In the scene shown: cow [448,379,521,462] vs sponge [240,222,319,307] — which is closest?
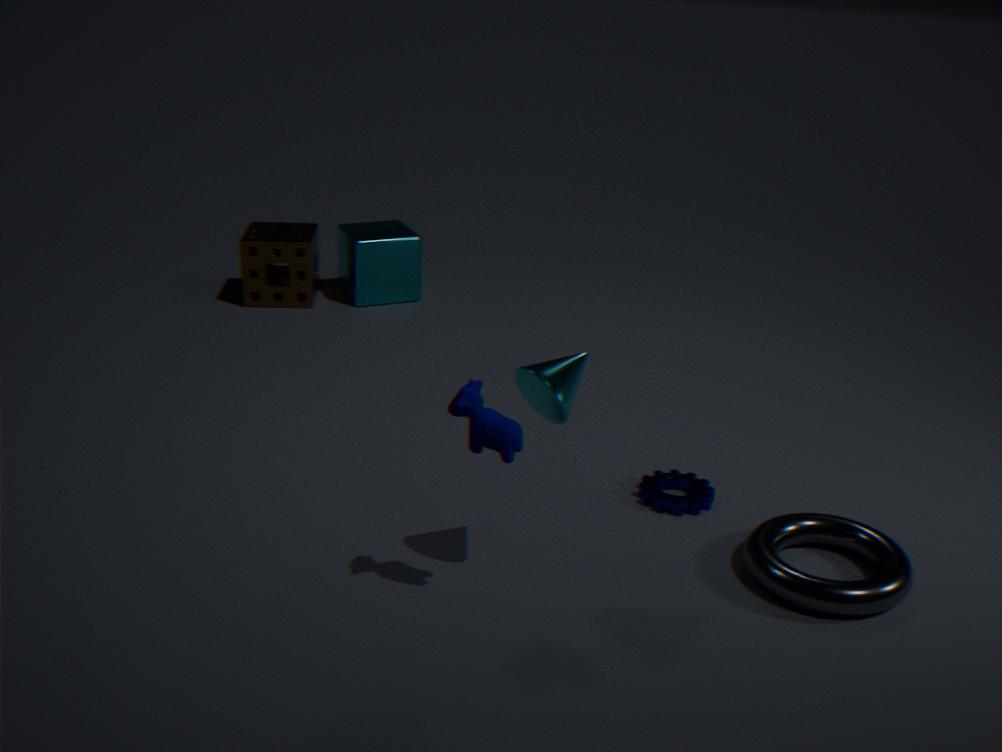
cow [448,379,521,462]
